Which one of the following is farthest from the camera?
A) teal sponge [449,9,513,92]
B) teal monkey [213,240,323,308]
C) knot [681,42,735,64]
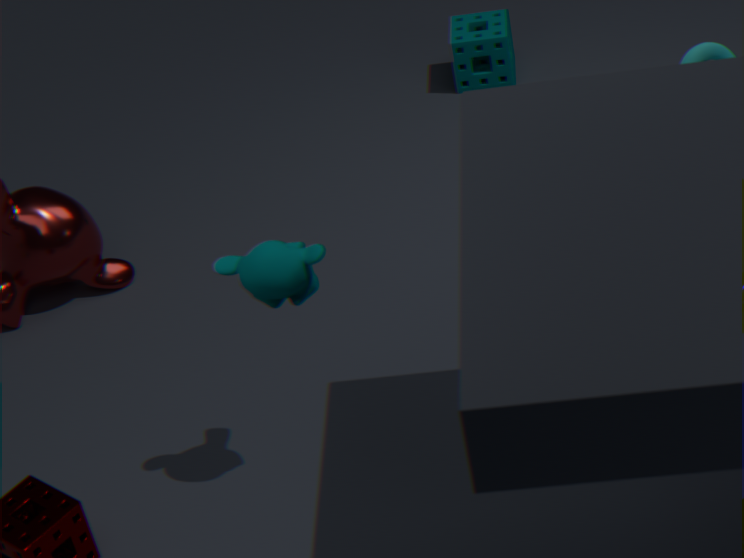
teal sponge [449,9,513,92]
